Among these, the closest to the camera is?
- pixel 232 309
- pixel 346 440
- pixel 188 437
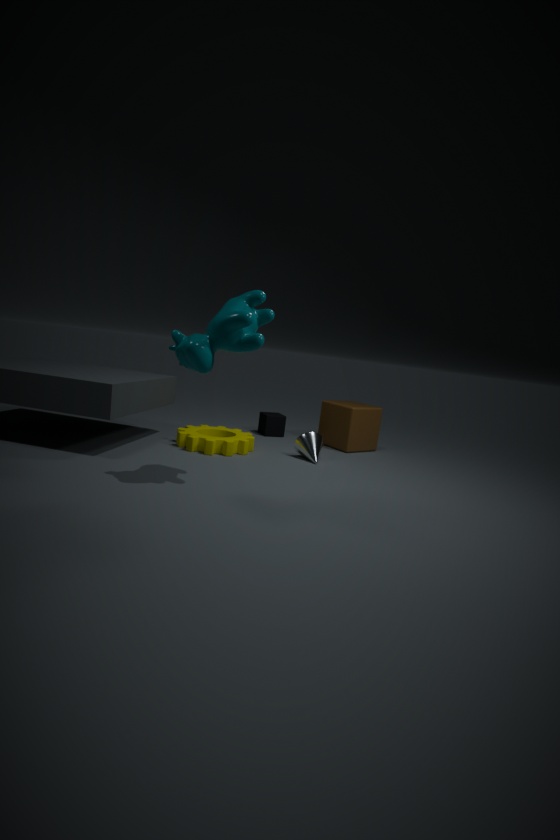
pixel 232 309
